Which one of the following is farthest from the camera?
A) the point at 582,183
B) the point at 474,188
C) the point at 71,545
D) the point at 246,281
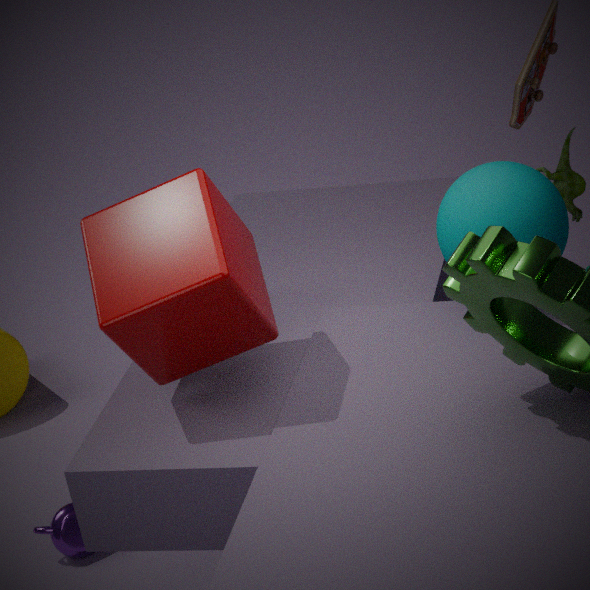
A. the point at 582,183
